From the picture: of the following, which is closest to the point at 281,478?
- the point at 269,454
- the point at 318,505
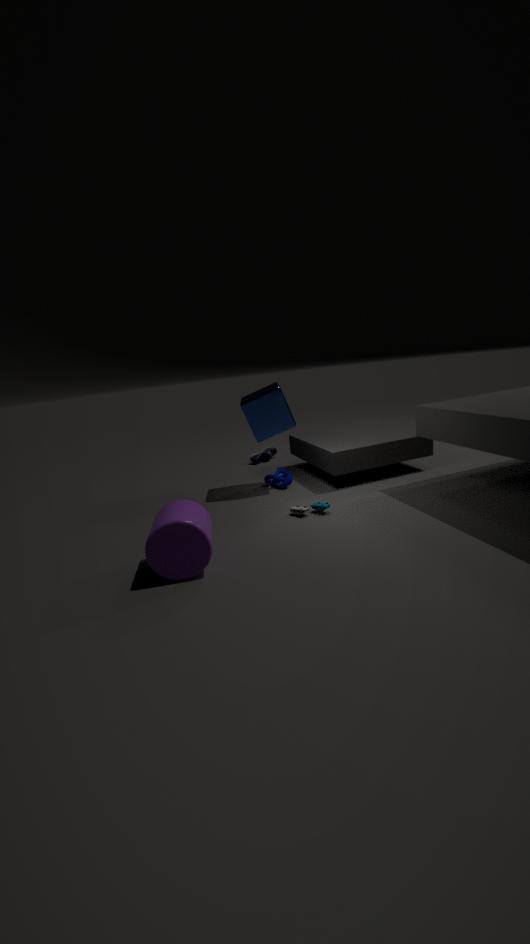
the point at 318,505
